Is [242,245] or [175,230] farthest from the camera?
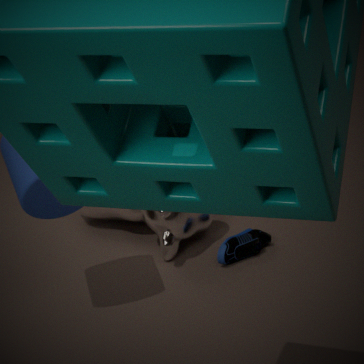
[242,245]
